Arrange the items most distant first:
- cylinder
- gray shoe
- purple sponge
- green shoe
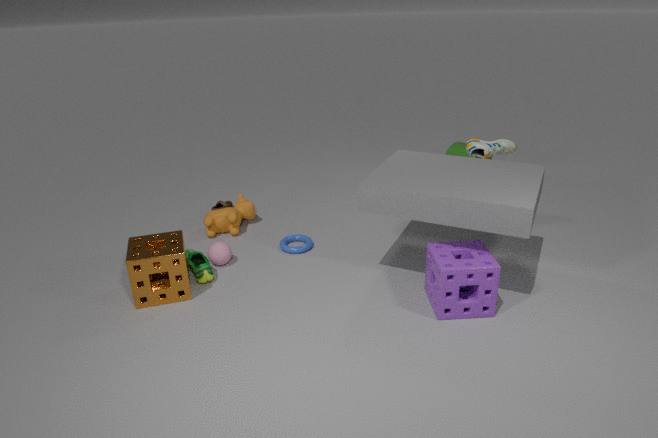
cylinder → gray shoe → green shoe → purple sponge
